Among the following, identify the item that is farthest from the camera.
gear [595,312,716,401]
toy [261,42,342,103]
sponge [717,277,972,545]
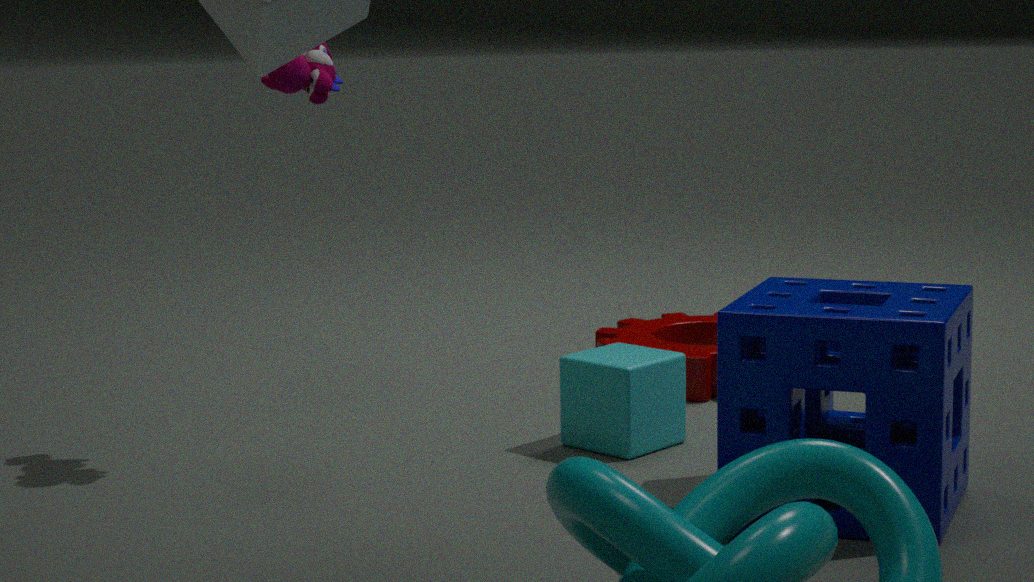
gear [595,312,716,401]
